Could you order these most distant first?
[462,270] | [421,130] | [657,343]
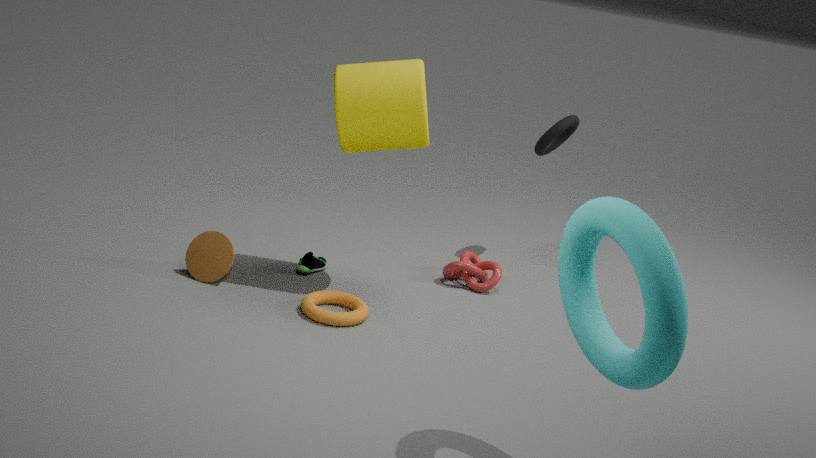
[462,270] < [421,130] < [657,343]
